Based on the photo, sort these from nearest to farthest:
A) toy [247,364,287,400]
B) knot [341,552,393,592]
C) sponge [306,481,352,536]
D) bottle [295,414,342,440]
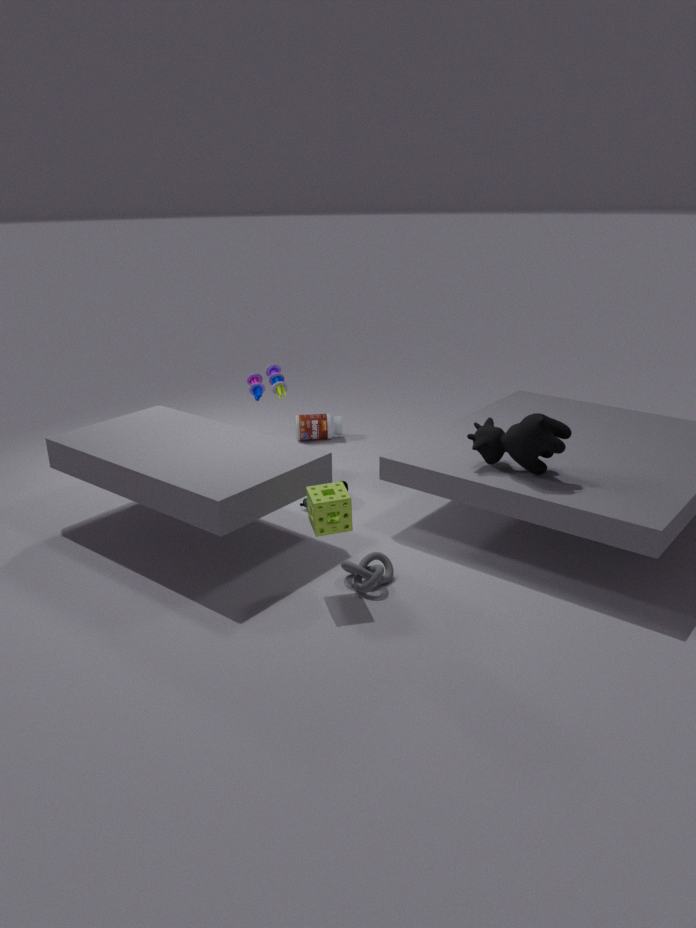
sponge [306,481,352,536], knot [341,552,393,592], toy [247,364,287,400], bottle [295,414,342,440]
